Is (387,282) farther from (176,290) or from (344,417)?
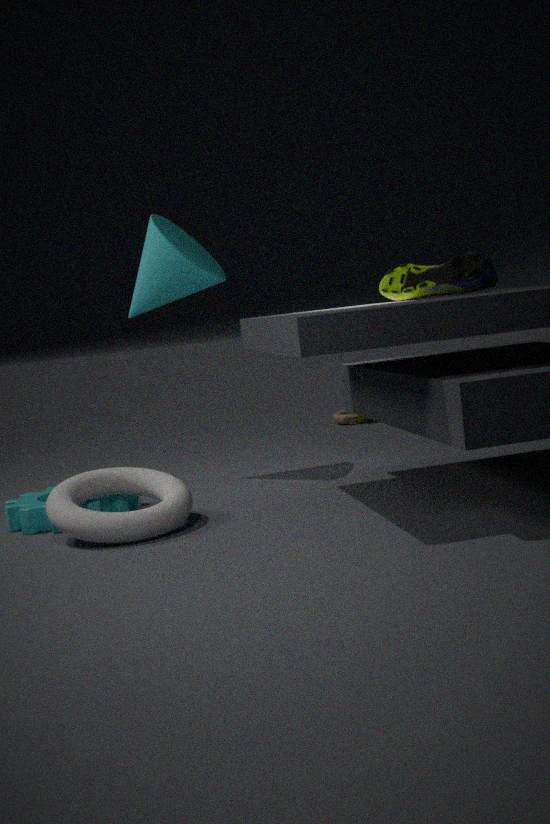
(344,417)
